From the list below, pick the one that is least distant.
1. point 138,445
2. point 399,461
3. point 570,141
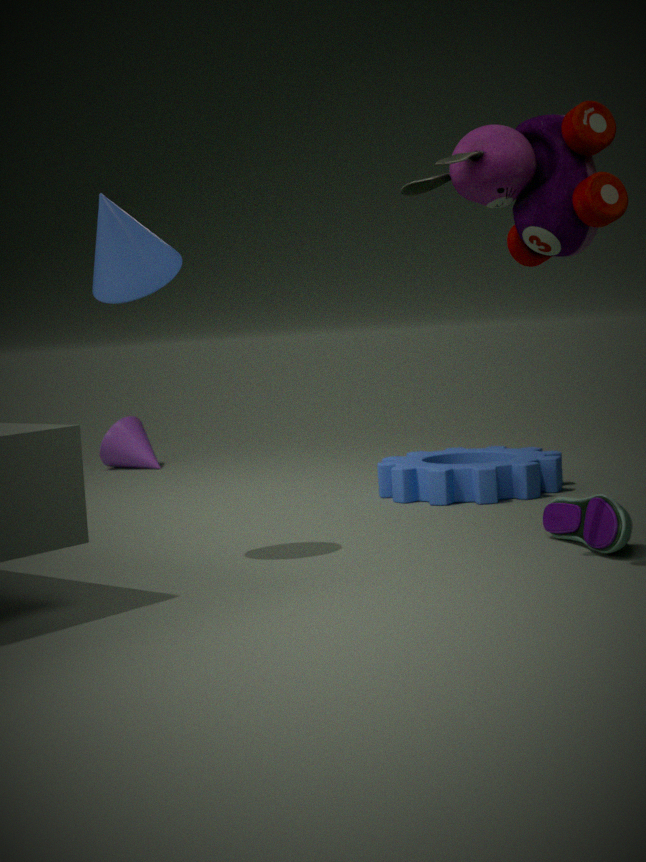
point 570,141
